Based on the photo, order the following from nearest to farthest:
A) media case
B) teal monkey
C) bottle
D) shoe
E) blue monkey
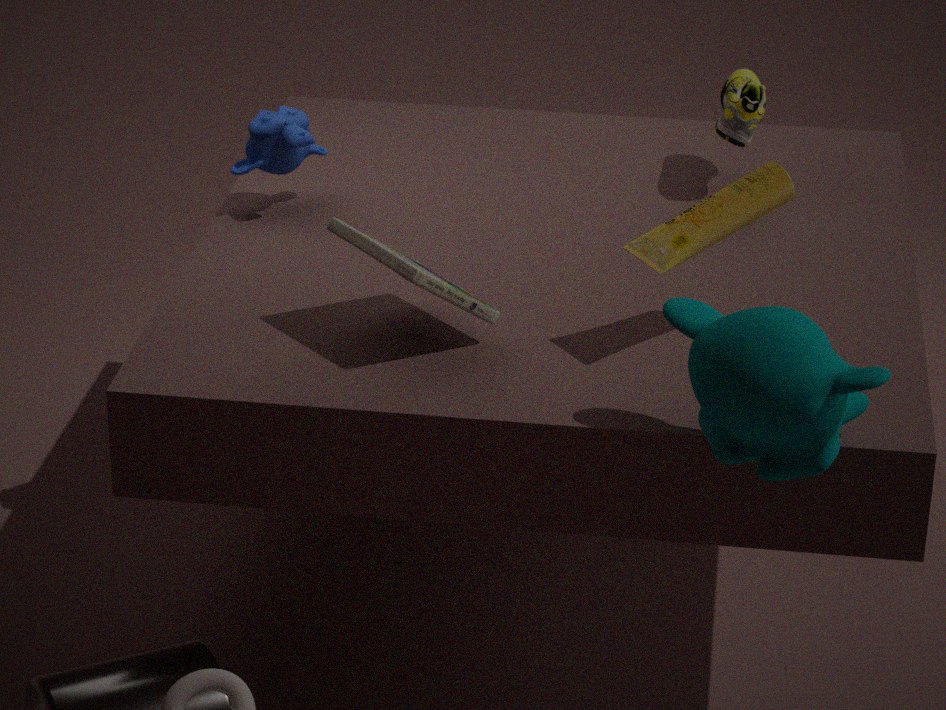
1. teal monkey
2. media case
3. bottle
4. blue monkey
5. shoe
